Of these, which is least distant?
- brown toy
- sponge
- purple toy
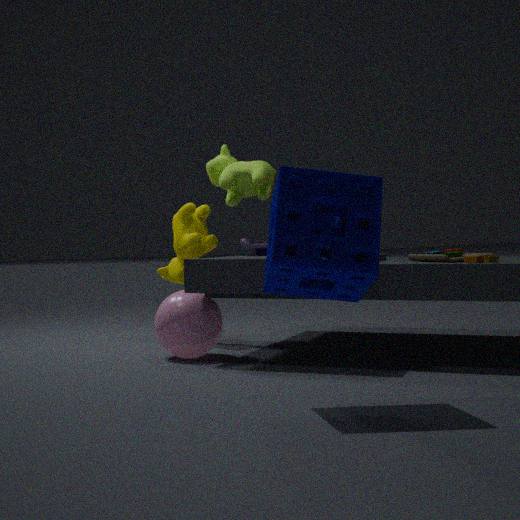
sponge
